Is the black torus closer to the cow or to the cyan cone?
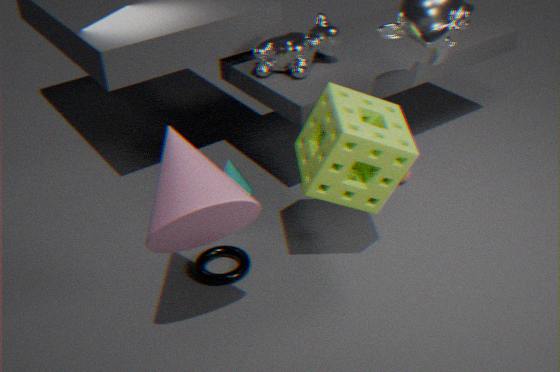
the cyan cone
